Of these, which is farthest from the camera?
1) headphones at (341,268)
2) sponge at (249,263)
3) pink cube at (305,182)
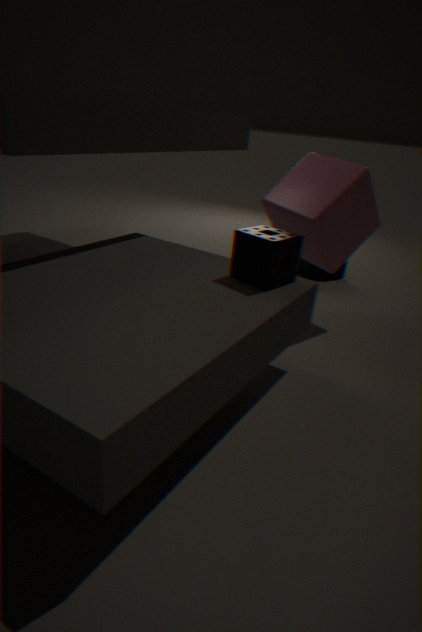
1. headphones at (341,268)
